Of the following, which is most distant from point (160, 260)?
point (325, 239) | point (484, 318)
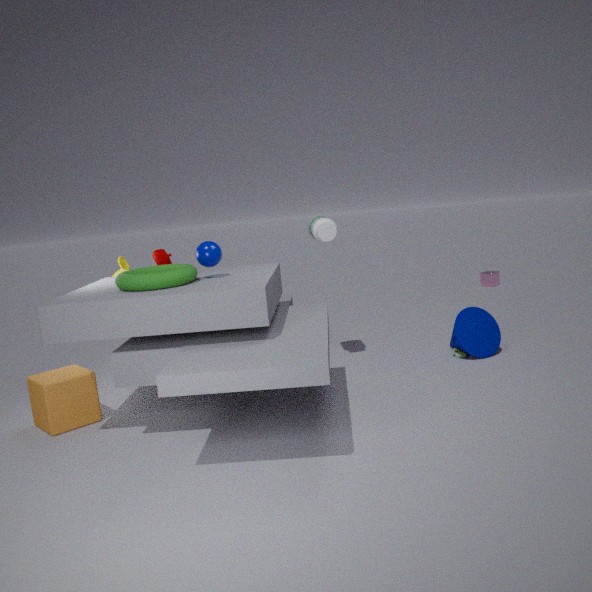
point (484, 318)
